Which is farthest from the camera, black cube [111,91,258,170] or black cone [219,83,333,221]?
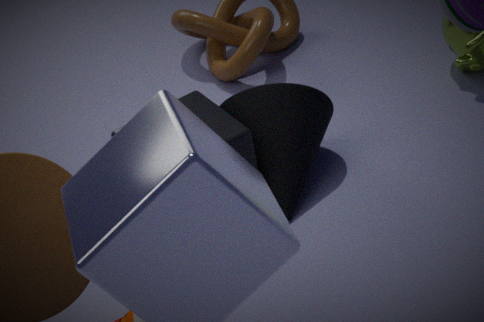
black cone [219,83,333,221]
